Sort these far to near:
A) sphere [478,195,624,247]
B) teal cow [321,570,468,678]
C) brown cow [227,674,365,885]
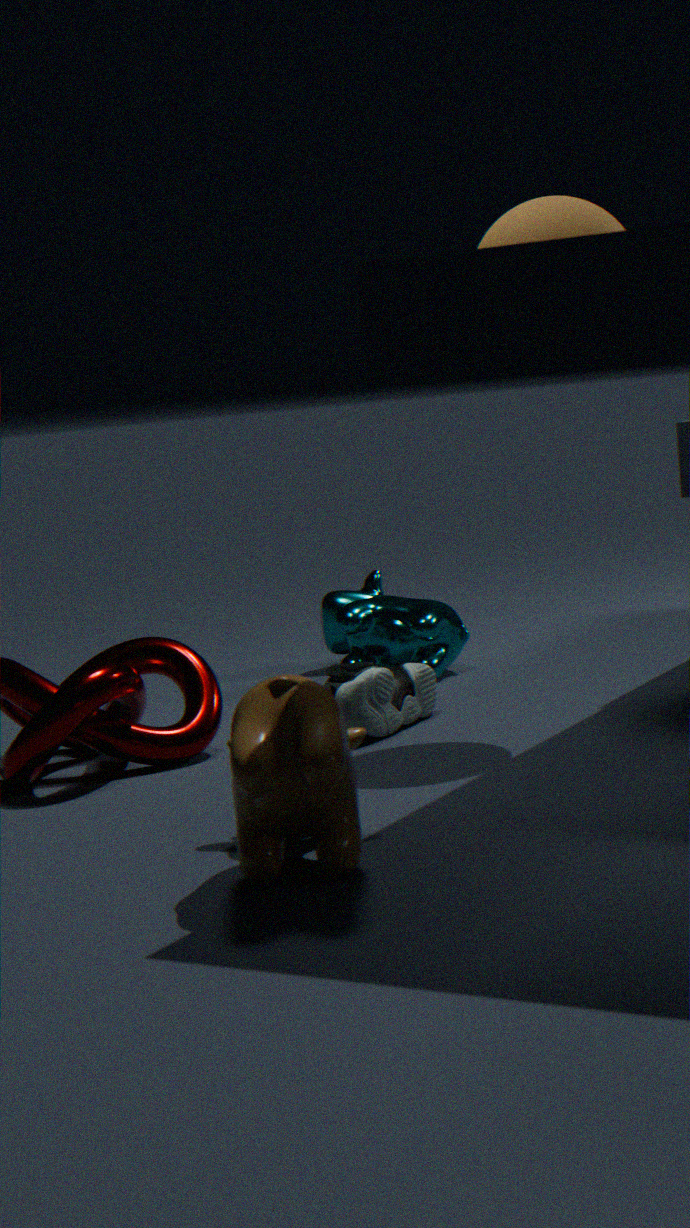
teal cow [321,570,468,678] < sphere [478,195,624,247] < brown cow [227,674,365,885]
